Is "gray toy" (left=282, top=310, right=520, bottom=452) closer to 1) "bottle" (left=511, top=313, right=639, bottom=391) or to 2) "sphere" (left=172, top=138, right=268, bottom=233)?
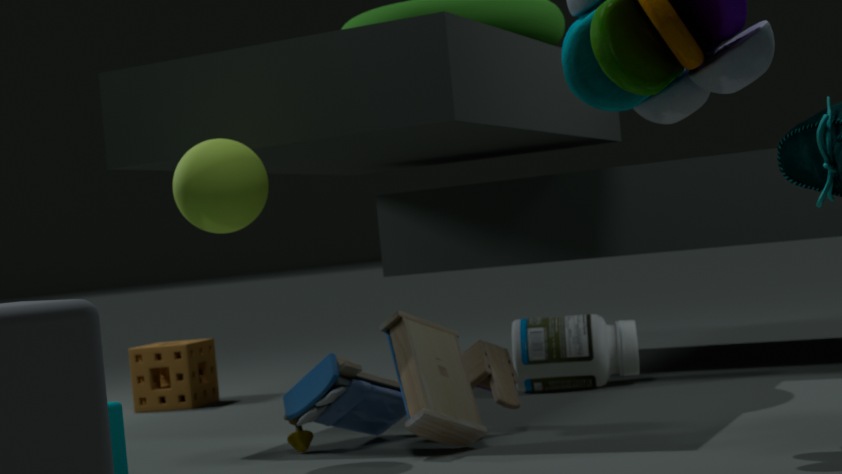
2) "sphere" (left=172, top=138, right=268, bottom=233)
